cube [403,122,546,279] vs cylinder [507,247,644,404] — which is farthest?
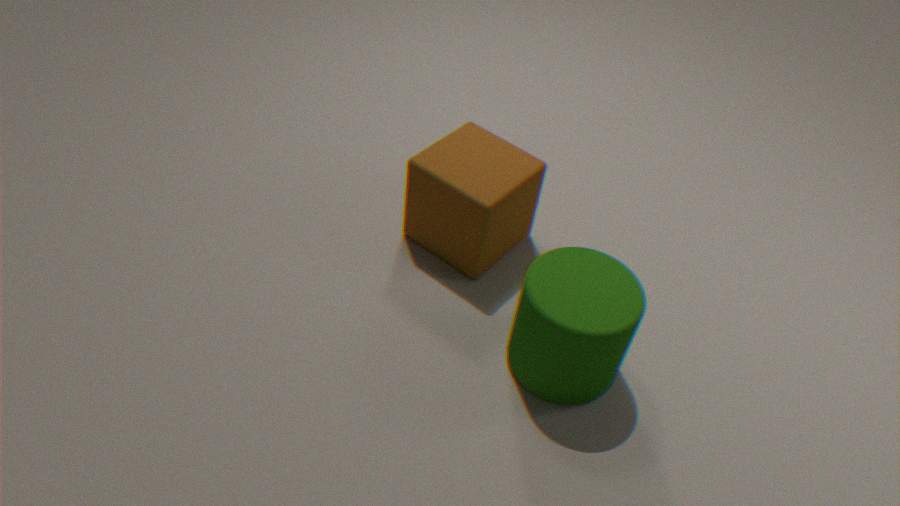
cube [403,122,546,279]
